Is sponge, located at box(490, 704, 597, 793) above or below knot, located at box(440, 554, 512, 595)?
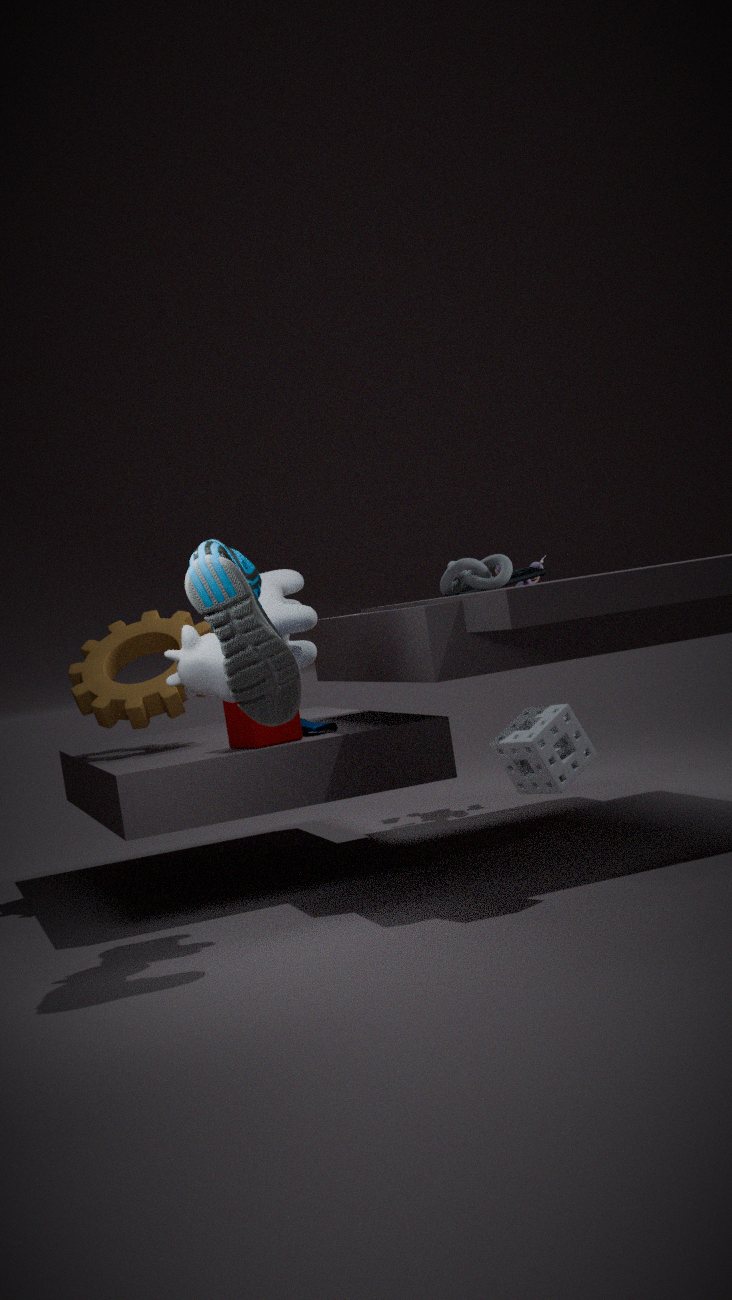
below
